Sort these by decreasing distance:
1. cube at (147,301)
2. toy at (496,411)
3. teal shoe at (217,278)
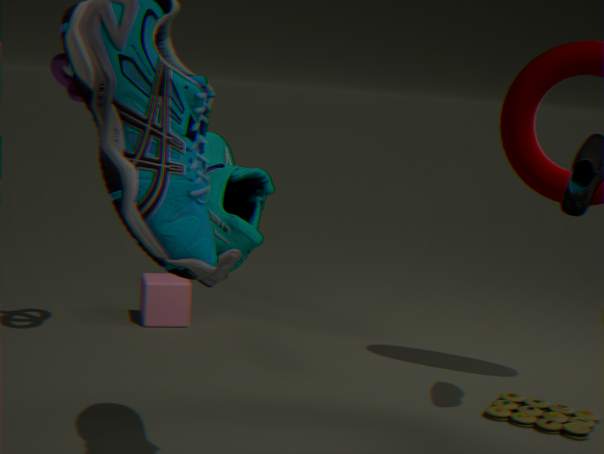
cube at (147,301), toy at (496,411), teal shoe at (217,278)
